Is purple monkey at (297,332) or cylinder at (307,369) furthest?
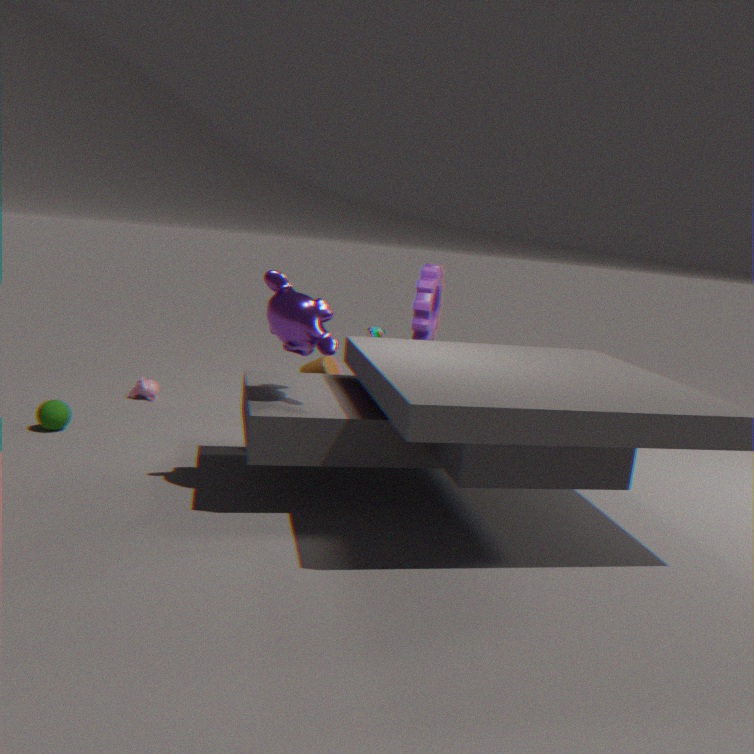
cylinder at (307,369)
